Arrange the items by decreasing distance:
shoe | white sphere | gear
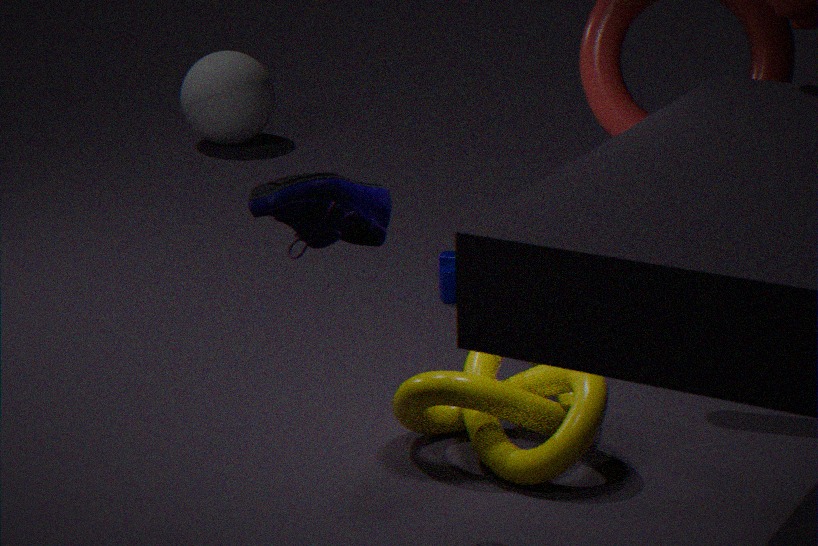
white sphere → gear → shoe
